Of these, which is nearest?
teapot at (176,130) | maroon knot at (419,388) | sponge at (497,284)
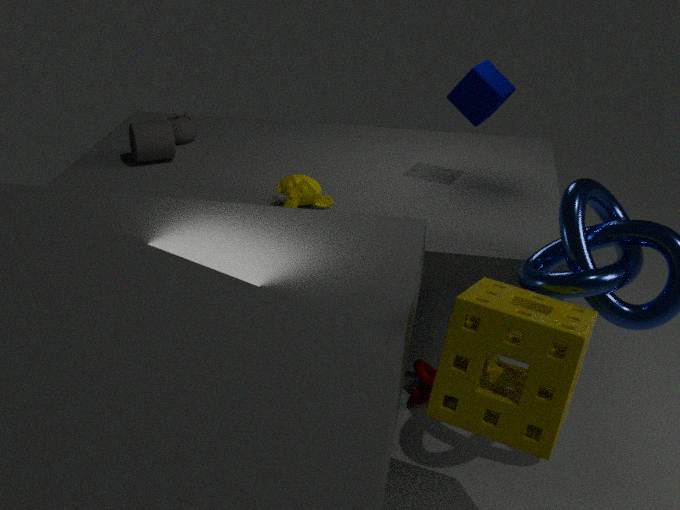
sponge at (497,284)
